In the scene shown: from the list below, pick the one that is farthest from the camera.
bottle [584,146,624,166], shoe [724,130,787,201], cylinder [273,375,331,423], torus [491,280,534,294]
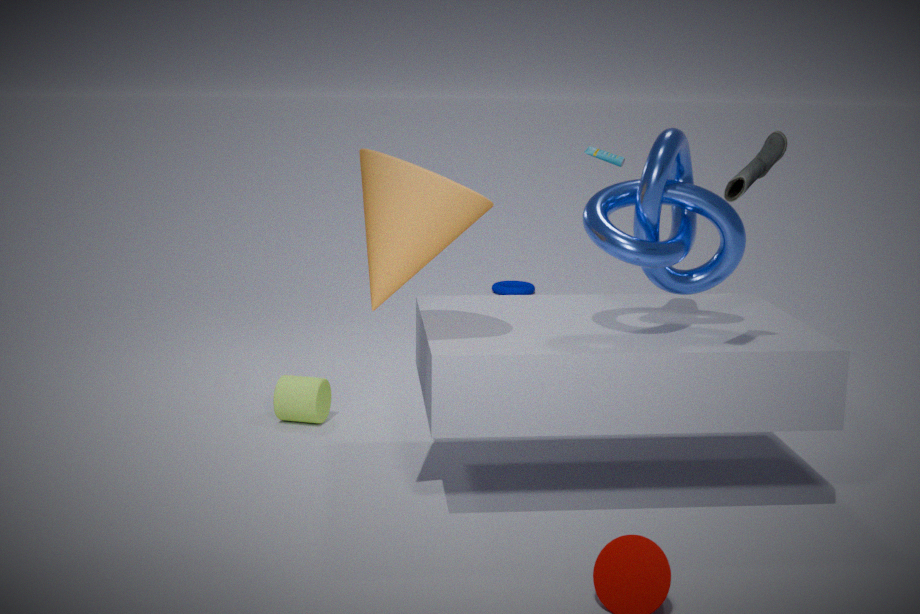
torus [491,280,534,294]
